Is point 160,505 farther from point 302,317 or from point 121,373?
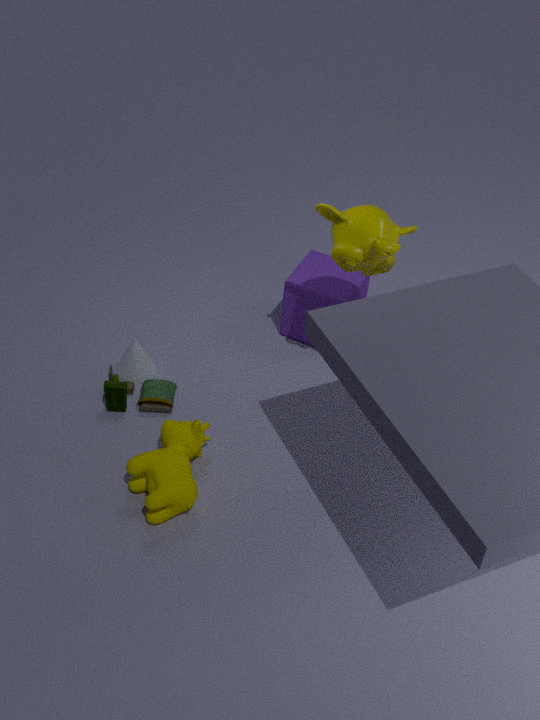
point 302,317
